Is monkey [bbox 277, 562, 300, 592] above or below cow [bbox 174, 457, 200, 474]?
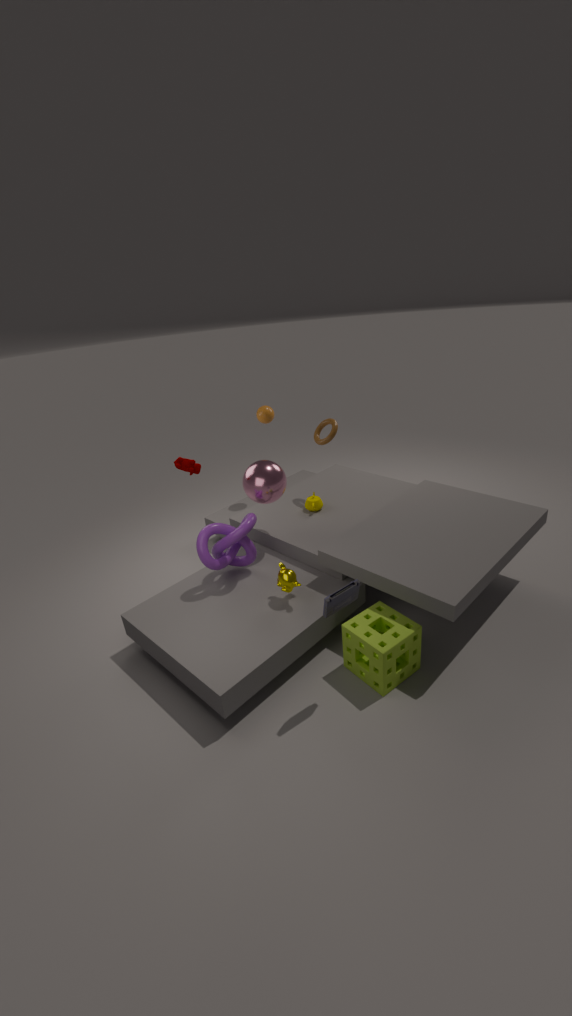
below
